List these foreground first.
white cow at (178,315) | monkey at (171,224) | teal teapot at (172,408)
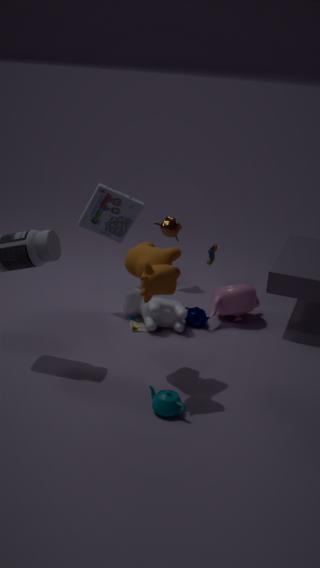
teal teapot at (172,408) → white cow at (178,315) → monkey at (171,224)
